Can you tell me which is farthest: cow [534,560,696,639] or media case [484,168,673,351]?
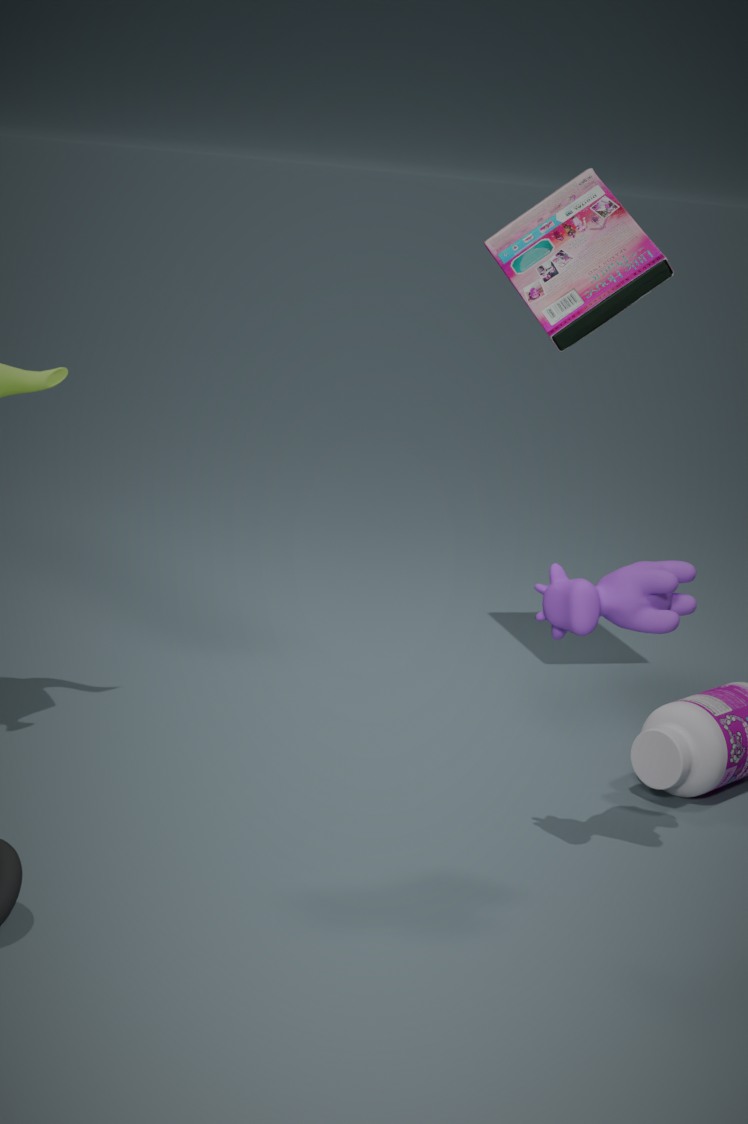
media case [484,168,673,351]
